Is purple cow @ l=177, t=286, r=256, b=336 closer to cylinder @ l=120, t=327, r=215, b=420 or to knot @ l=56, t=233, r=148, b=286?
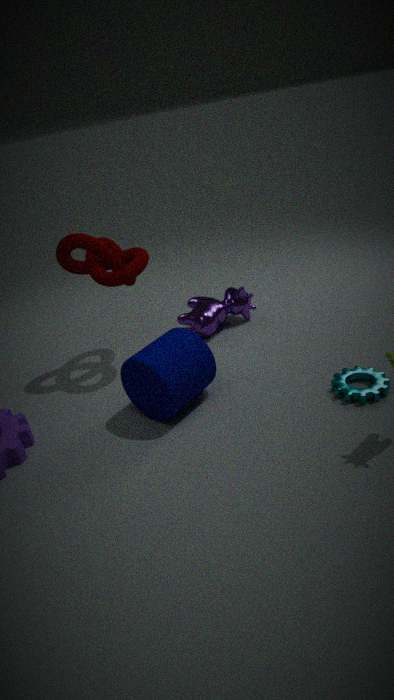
knot @ l=56, t=233, r=148, b=286
